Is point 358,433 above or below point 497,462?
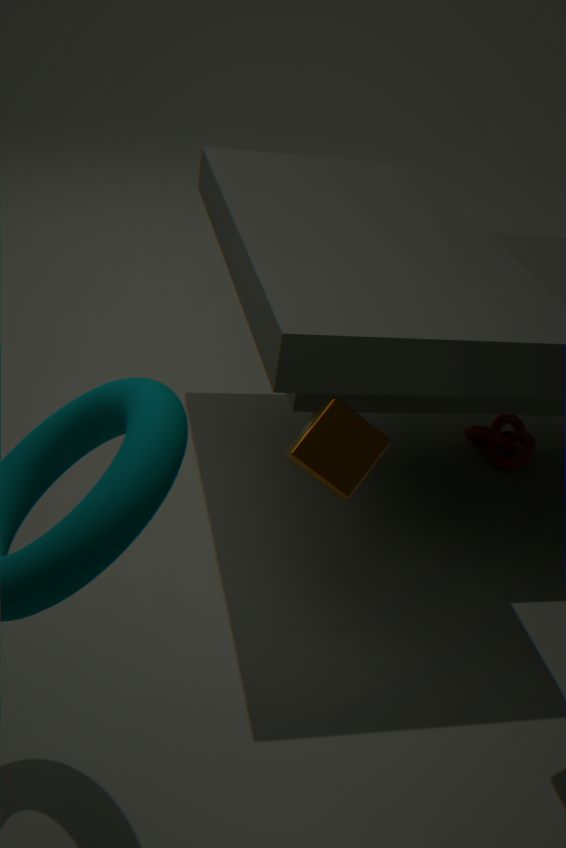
above
